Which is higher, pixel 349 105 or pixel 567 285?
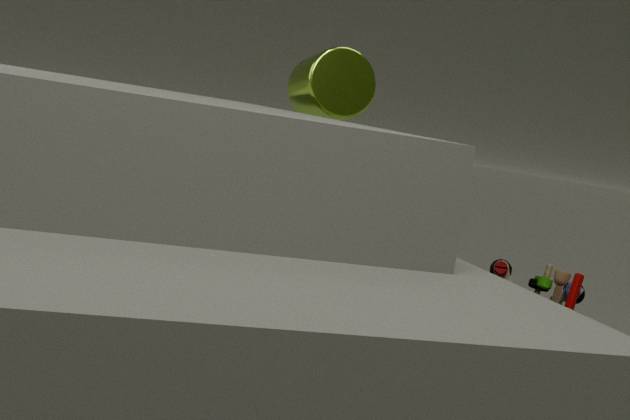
pixel 349 105
